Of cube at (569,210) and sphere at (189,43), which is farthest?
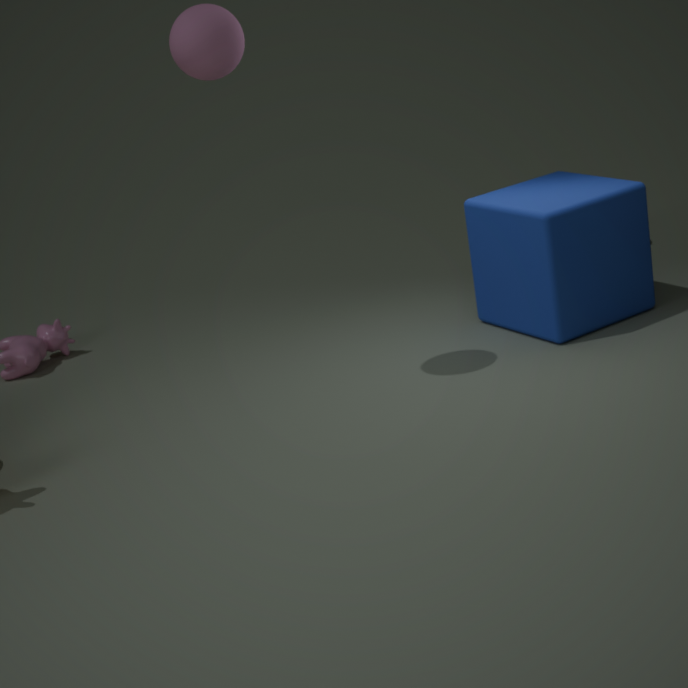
cube at (569,210)
